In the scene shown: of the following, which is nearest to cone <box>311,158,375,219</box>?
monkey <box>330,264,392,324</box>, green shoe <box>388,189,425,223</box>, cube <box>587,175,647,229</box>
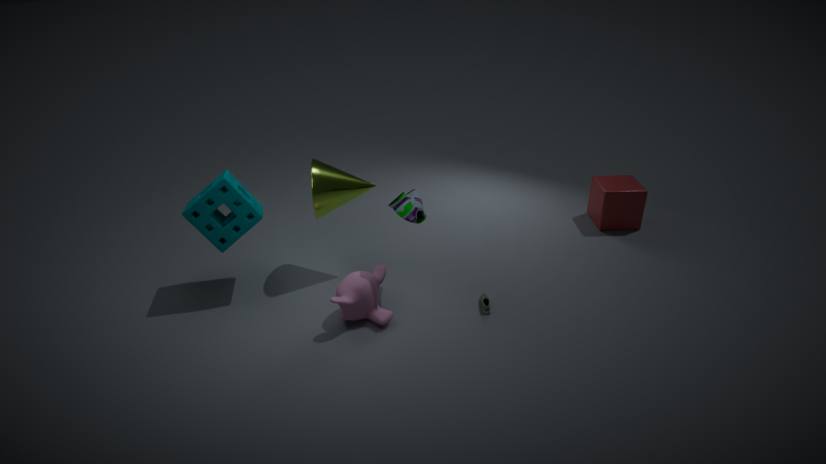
green shoe <box>388,189,425,223</box>
